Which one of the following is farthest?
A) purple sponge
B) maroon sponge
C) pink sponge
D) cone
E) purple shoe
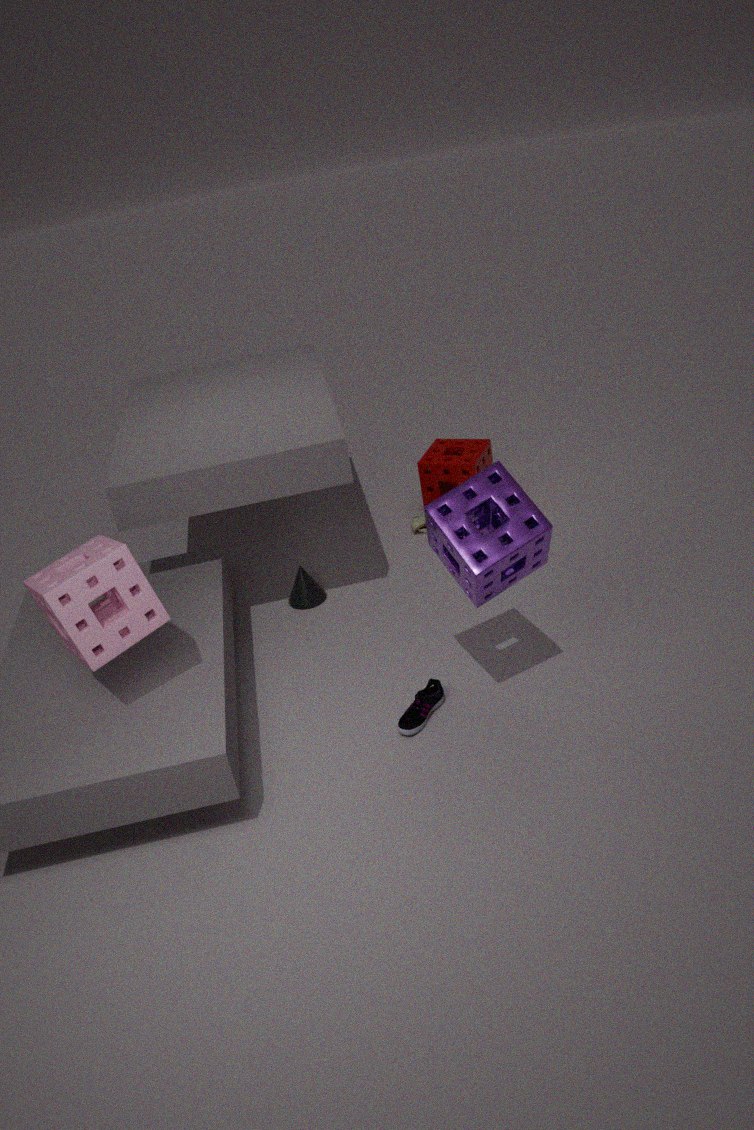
B. maroon sponge
